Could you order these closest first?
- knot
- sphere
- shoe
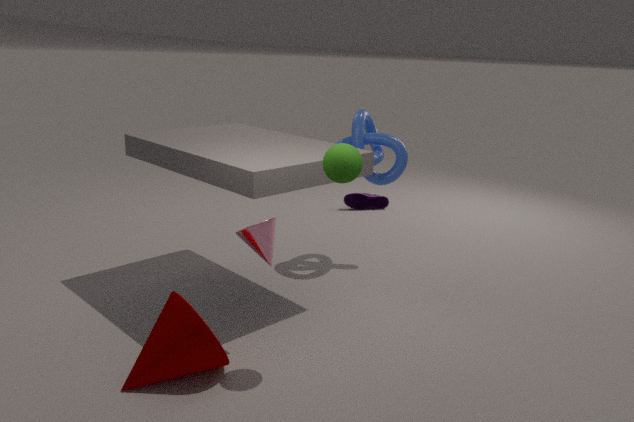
sphere, knot, shoe
